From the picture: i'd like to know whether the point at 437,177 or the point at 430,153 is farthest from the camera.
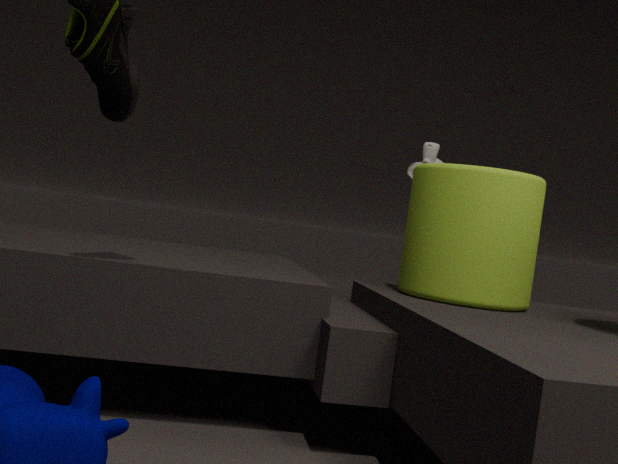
the point at 430,153
